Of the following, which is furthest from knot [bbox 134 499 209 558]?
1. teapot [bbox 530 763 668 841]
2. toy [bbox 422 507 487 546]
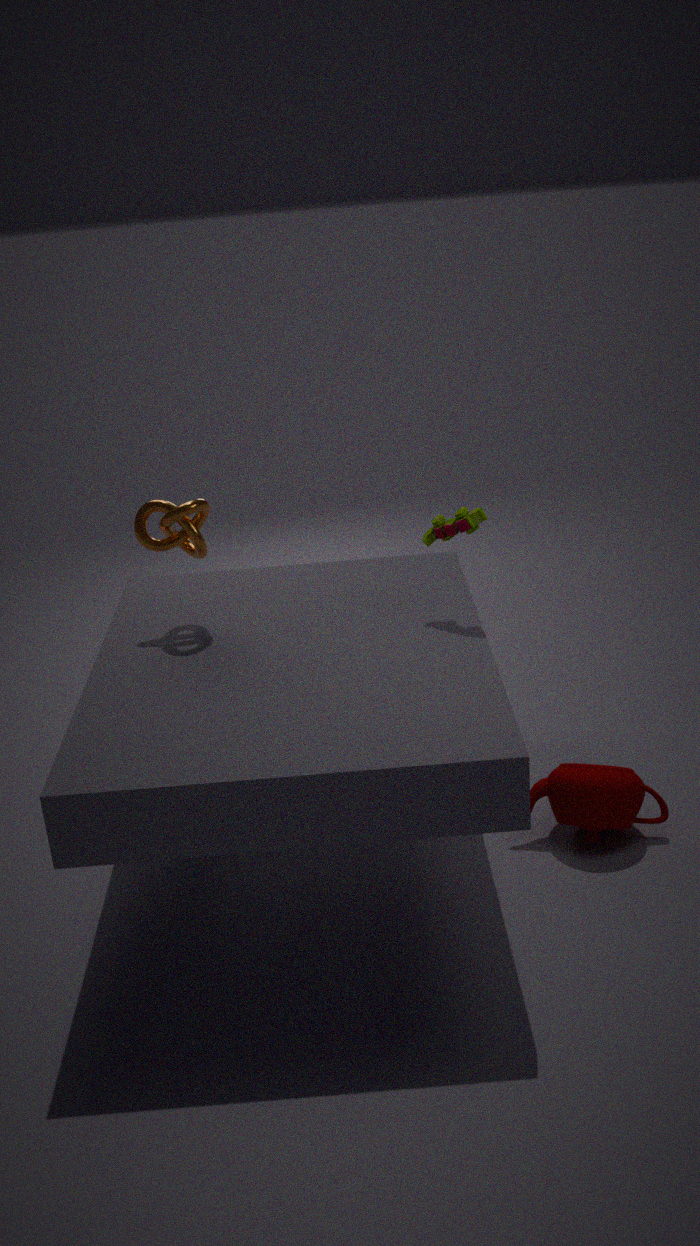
teapot [bbox 530 763 668 841]
